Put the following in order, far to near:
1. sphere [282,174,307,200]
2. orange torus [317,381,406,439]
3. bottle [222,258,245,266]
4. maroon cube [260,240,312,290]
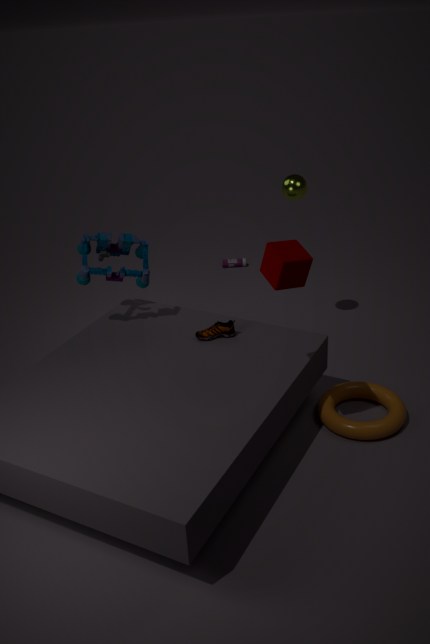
bottle [222,258,245,266], sphere [282,174,307,200], orange torus [317,381,406,439], maroon cube [260,240,312,290]
